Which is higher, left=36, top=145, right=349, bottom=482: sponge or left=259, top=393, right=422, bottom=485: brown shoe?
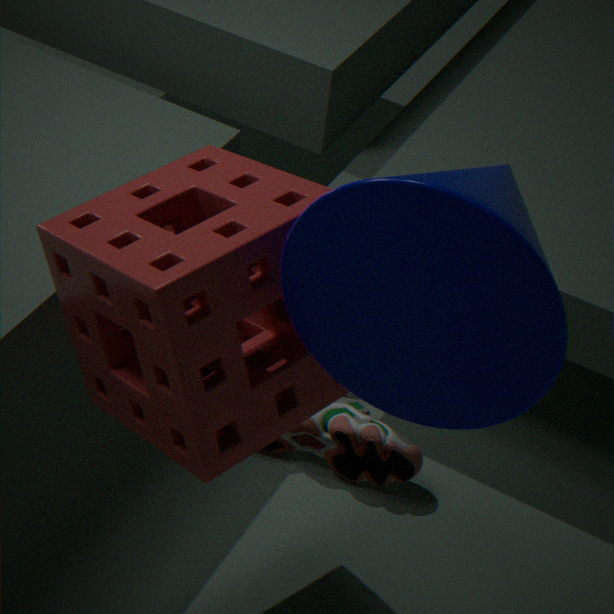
left=36, top=145, right=349, bottom=482: sponge
